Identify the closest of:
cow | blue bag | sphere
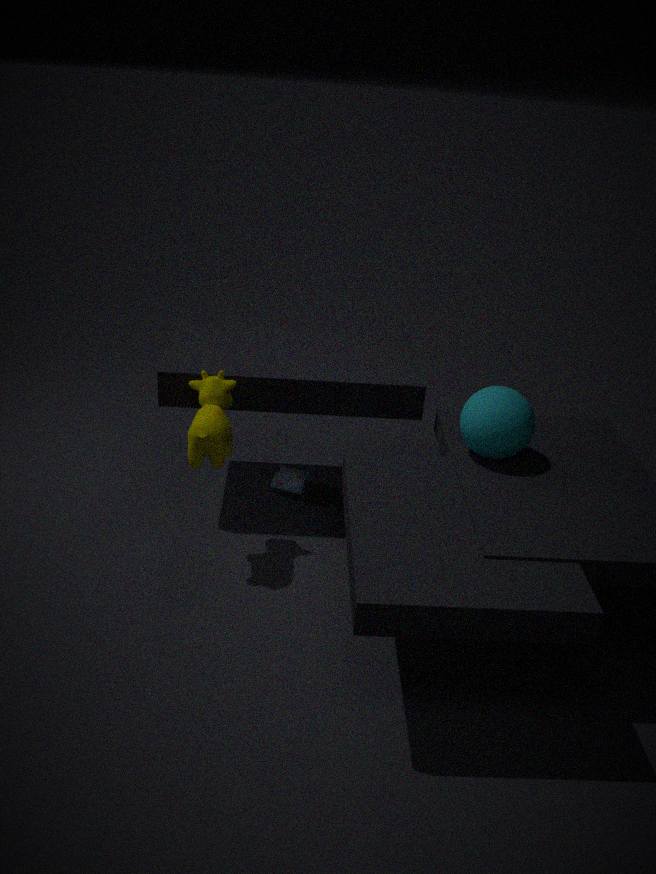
sphere
